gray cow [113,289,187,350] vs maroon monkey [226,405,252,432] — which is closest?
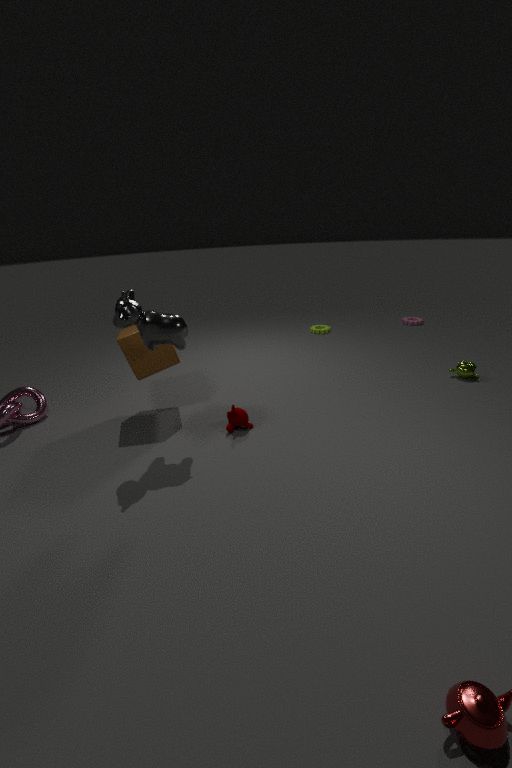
gray cow [113,289,187,350]
